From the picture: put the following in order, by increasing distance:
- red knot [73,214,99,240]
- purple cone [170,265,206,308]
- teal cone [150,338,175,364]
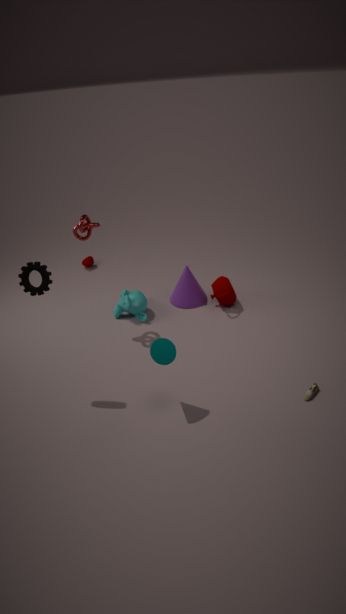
1. teal cone [150,338,175,364]
2. red knot [73,214,99,240]
3. purple cone [170,265,206,308]
